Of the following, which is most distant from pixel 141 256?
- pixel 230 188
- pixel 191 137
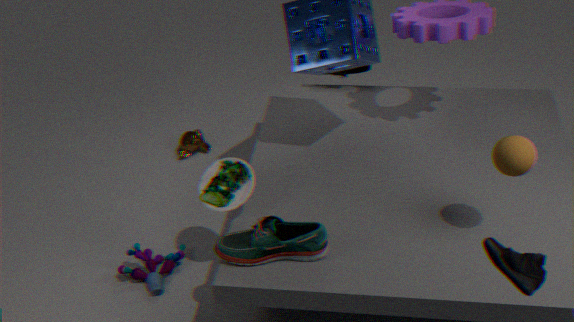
pixel 191 137
